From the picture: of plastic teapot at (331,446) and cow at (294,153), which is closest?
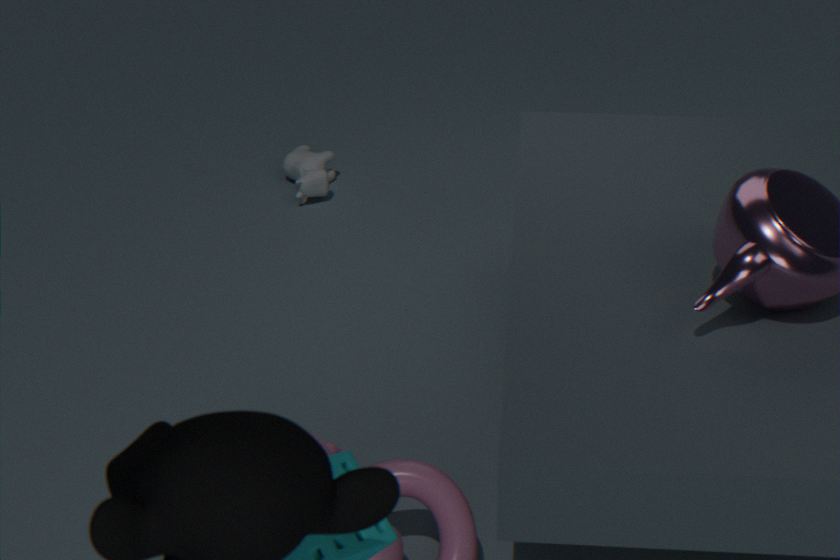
plastic teapot at (331,446)
